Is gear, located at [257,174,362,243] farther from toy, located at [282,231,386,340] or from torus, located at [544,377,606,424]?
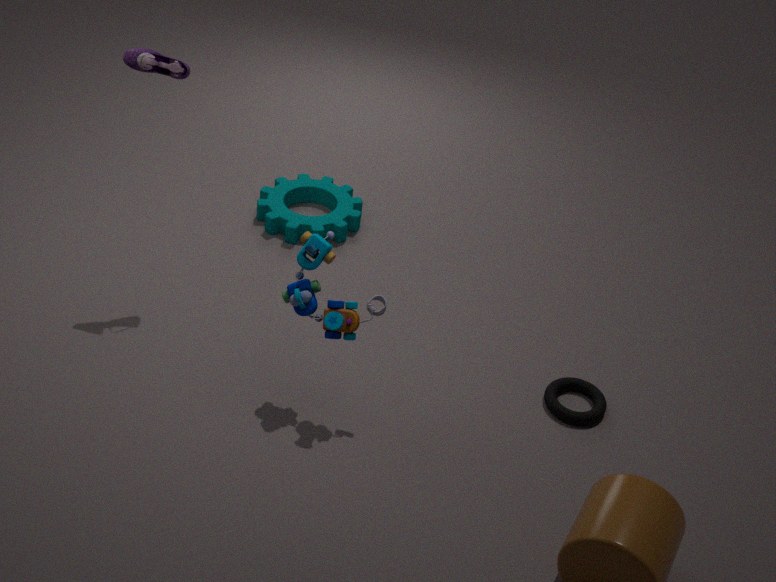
torus, located at [544,377,606,424]
